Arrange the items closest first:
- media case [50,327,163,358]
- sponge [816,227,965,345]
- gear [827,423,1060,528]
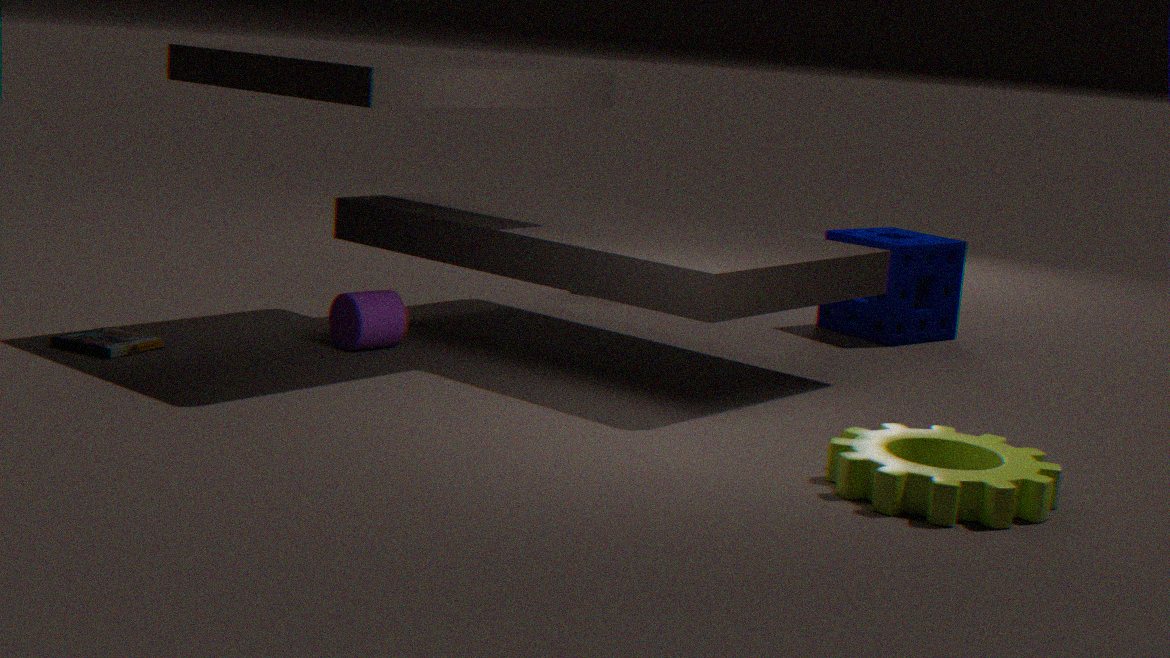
gear [827,423,1060,528] → media case [50,327,163,358] → sponge [816,227,965,345]
